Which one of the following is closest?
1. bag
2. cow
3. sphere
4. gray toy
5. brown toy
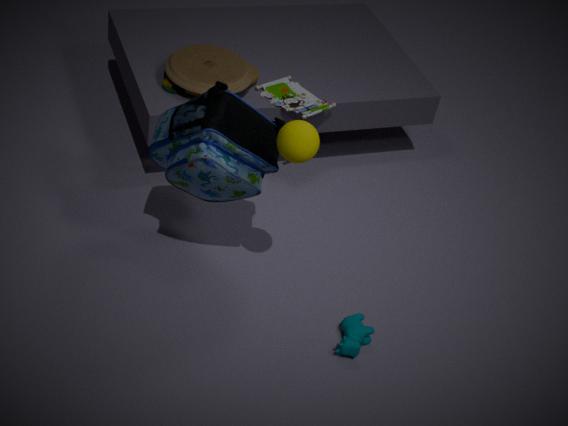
sphere
